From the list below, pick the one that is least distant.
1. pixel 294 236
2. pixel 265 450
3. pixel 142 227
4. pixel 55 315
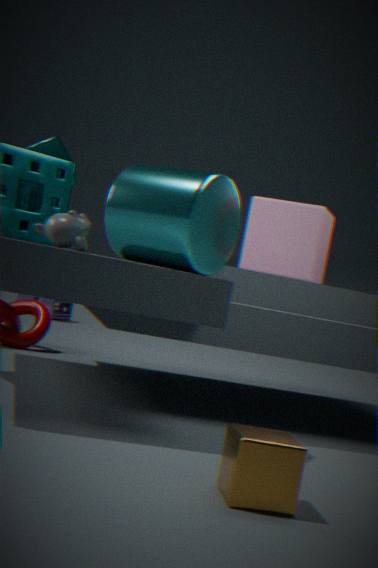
pixel 265 450
